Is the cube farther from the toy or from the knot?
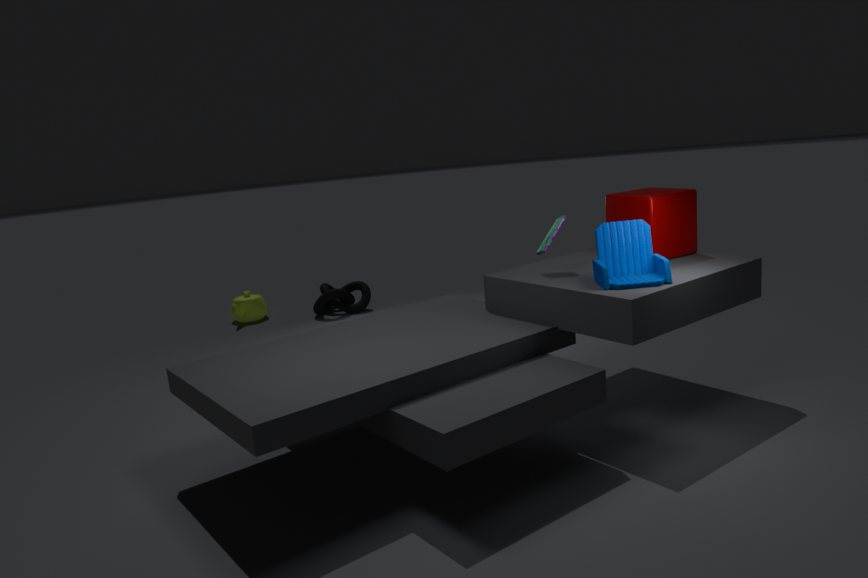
the knot
